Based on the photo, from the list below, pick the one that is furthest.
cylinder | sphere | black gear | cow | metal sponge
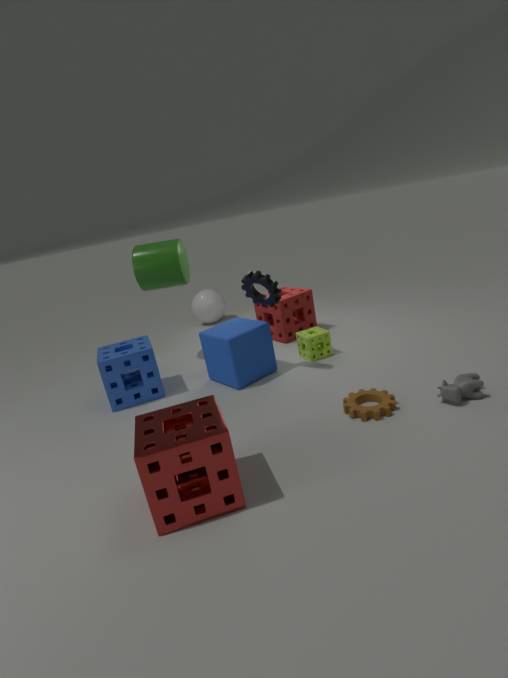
sphere
